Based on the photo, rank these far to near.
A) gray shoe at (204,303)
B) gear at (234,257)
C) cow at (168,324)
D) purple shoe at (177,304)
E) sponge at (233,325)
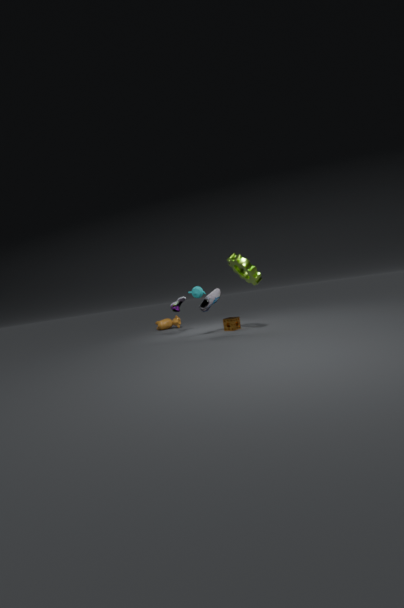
cow at (168,324) < purple shoe at (177,304) < sponge at (233,325) < gray shoe at (204,303) < gear at (234,257)
